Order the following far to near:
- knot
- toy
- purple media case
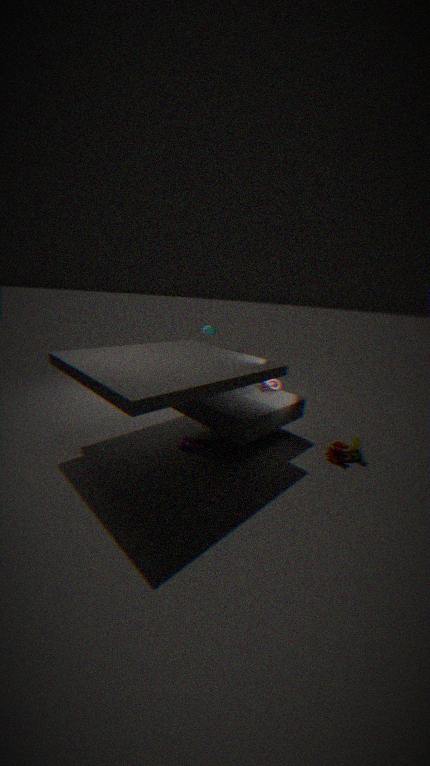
knot, purple media case, toy
